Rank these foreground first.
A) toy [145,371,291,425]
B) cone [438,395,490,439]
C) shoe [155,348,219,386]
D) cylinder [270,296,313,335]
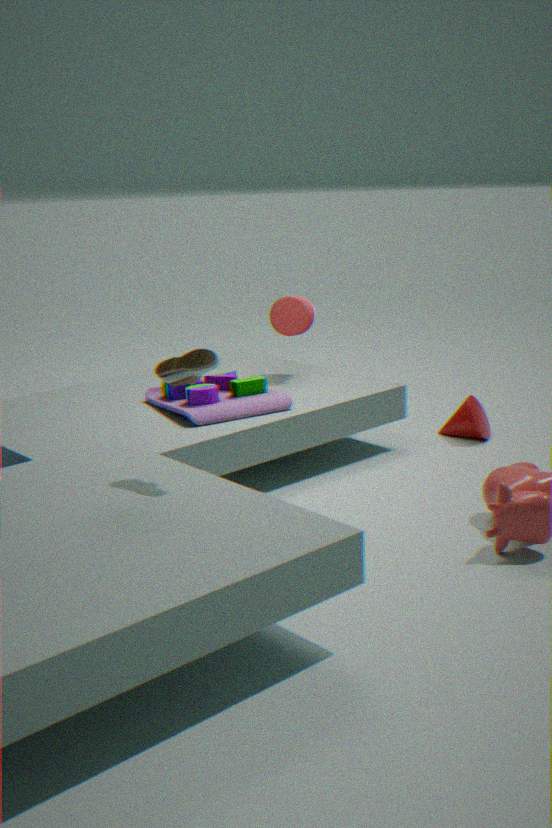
shoe [155,348,219,386] < toy [145,371,291,425] < cone [438,395,490,439] < cylinder [270,296,313,335]
